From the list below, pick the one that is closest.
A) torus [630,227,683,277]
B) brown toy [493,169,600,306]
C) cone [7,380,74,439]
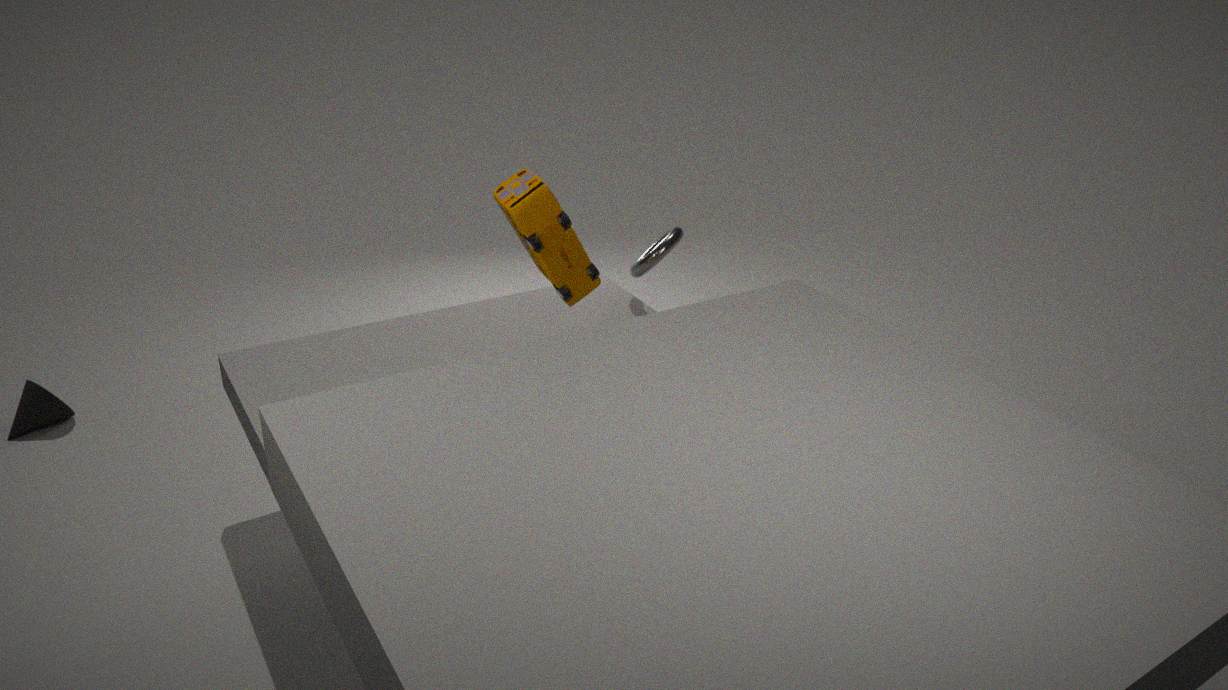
brown toy [493,169,600,306]
